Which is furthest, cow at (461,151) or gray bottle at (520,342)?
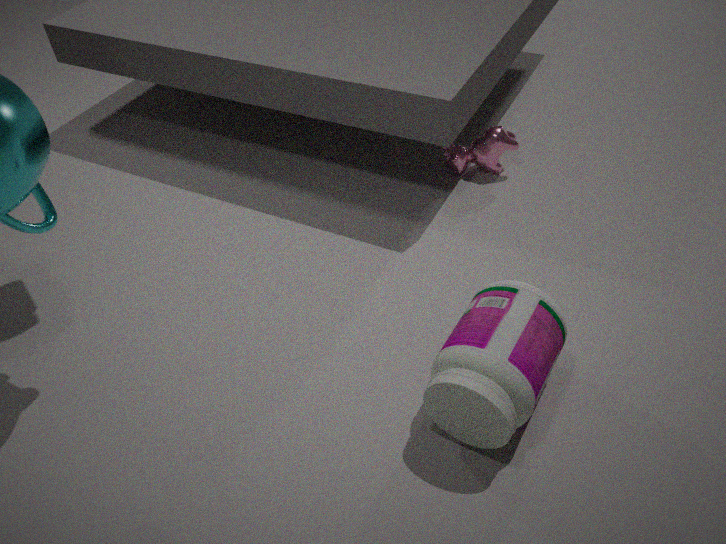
cow at (461,151)
